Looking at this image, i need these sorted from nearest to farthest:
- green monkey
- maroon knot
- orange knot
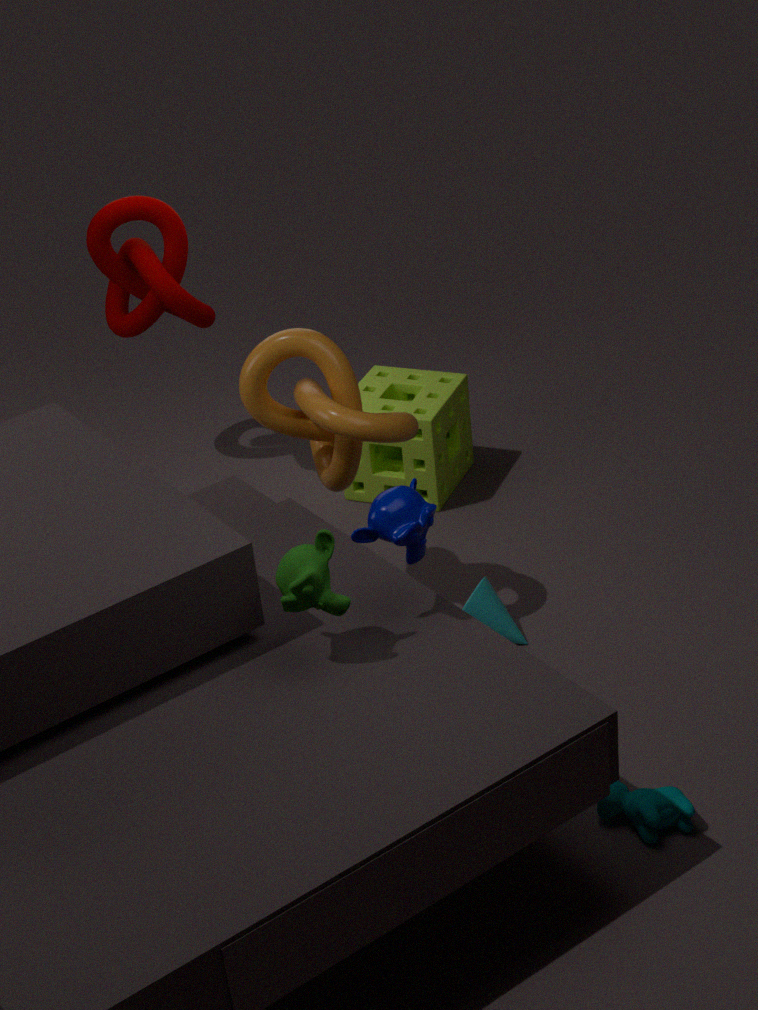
green monkey
orange knot
maroon knot
